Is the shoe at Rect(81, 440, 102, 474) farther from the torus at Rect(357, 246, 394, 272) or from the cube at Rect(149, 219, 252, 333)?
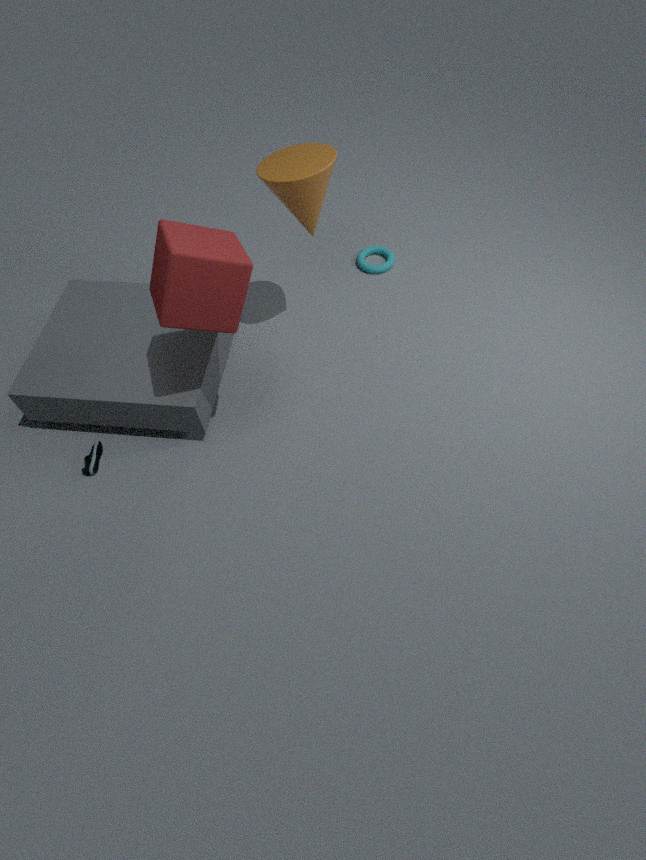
the torus at Rect(357, 246, 394, 272)
